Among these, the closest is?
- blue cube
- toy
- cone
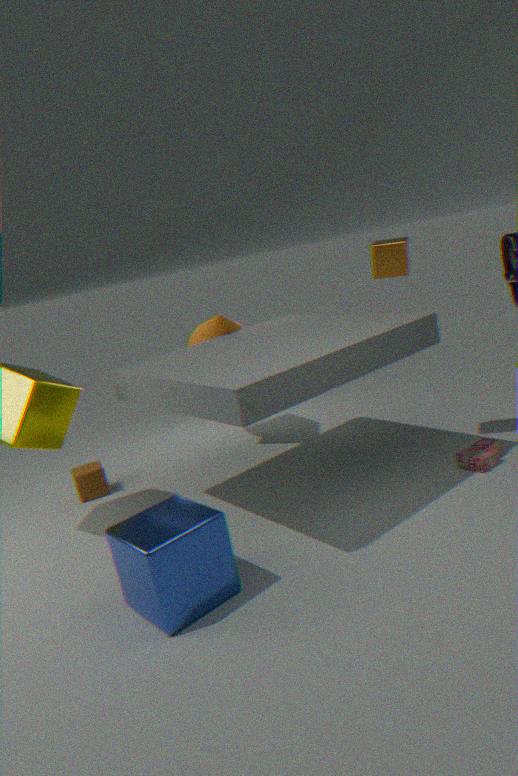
blue cube
